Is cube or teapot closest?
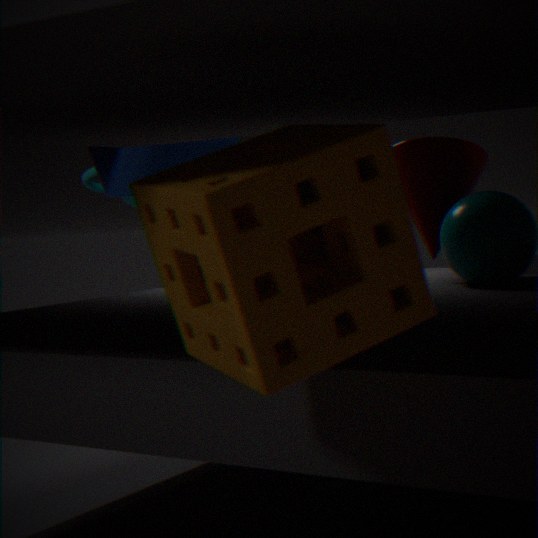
cube
